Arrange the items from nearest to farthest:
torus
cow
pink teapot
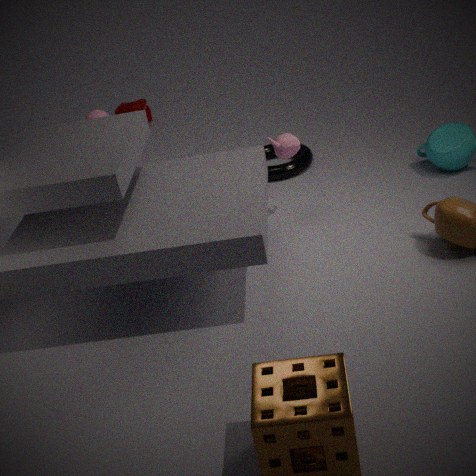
1. pink teapot
2. torus
3. cow
